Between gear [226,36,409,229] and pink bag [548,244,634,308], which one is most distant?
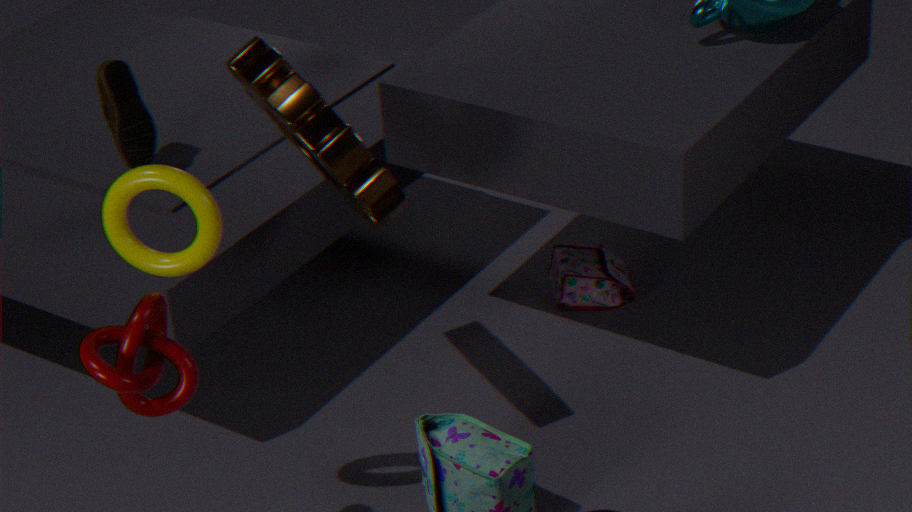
pink bag [548,244,634,308]
